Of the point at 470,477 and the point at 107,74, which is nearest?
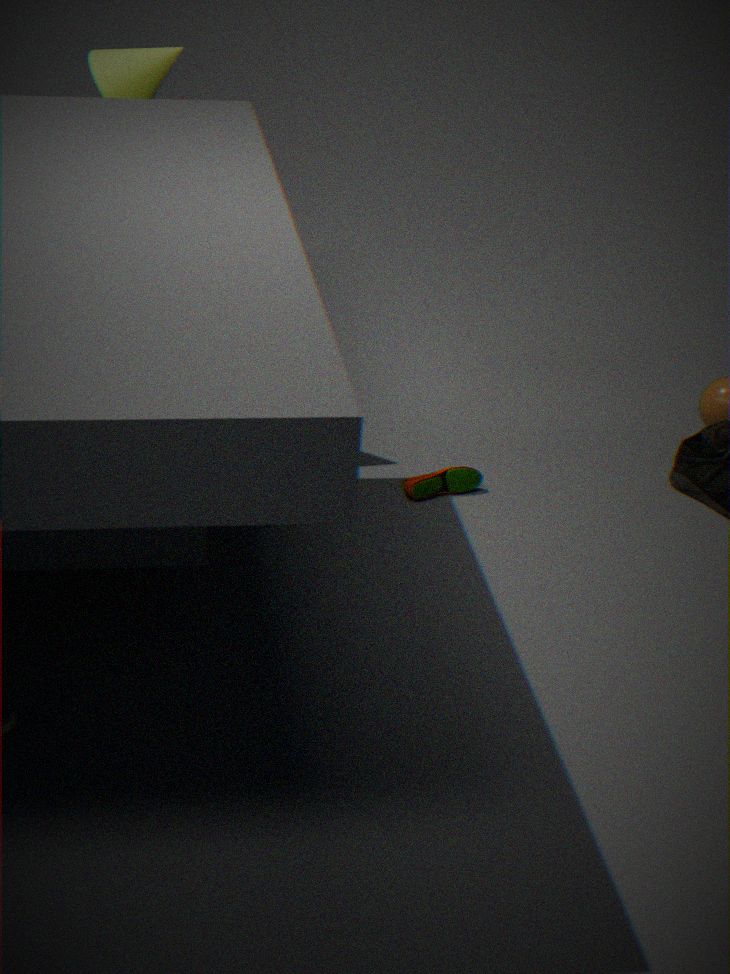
the point at 107,74
